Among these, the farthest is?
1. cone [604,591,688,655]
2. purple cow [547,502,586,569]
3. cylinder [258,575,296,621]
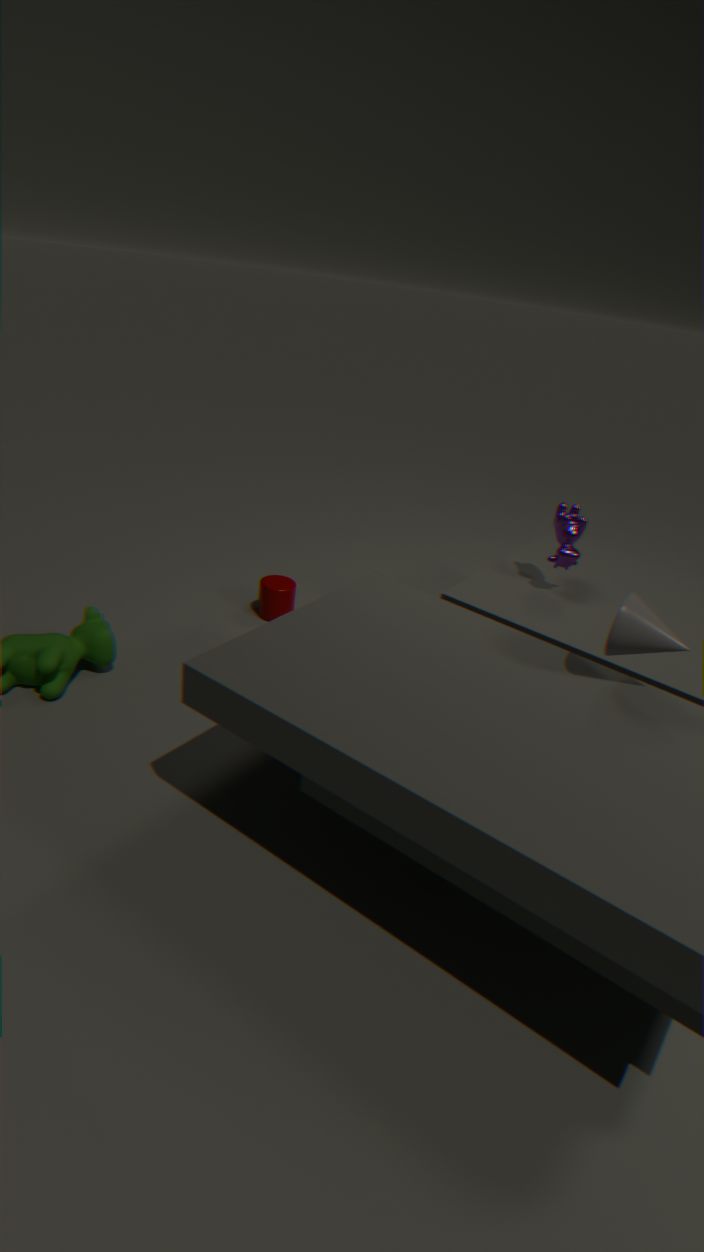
cylinder [258,575,296,621]
